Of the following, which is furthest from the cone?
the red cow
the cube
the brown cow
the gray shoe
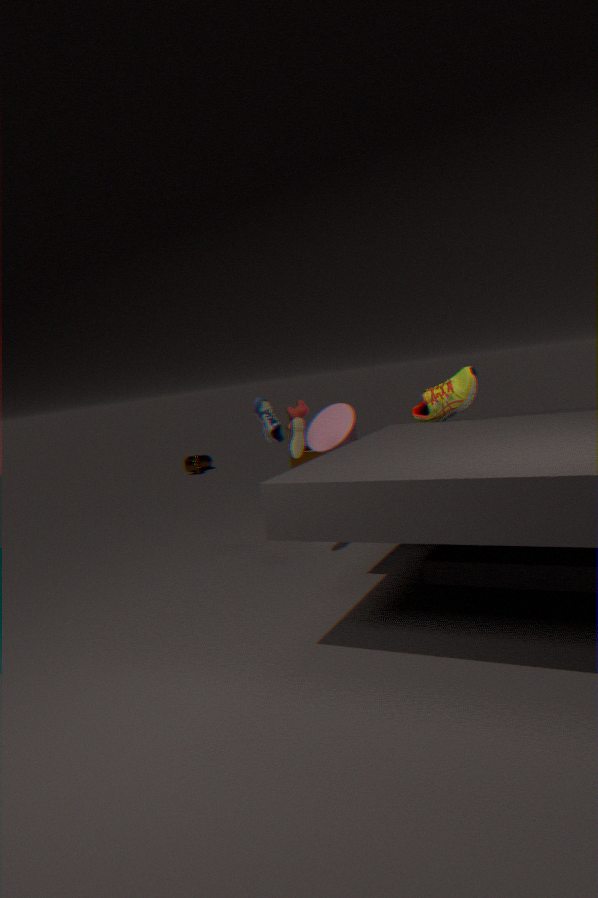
the brown cow
